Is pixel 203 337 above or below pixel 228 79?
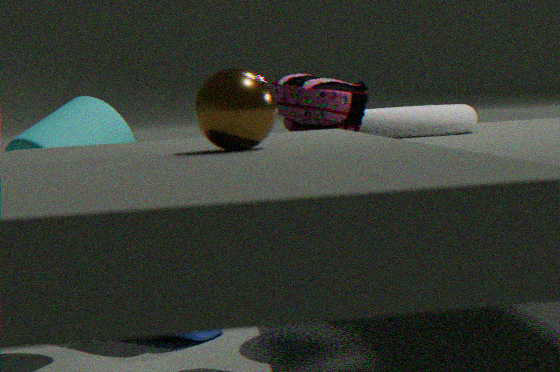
below
